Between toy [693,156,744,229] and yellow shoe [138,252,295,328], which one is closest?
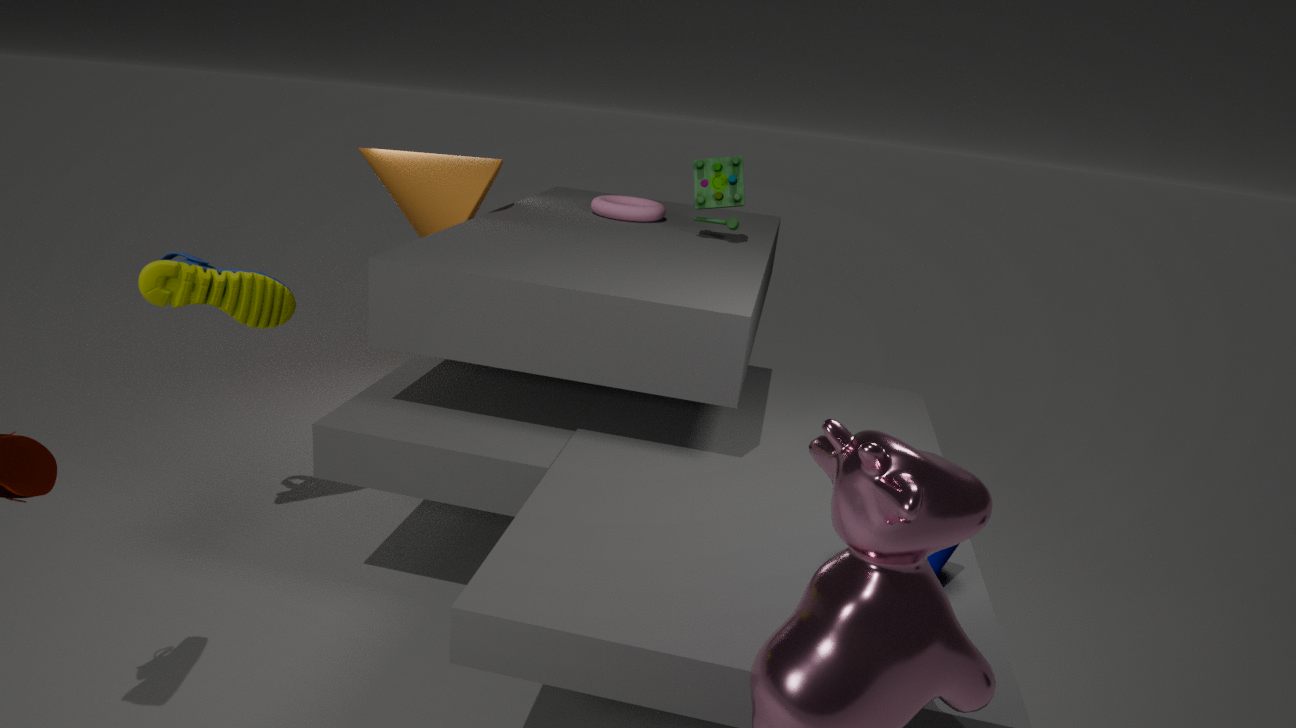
yellow shoe [138,252,295,328]
